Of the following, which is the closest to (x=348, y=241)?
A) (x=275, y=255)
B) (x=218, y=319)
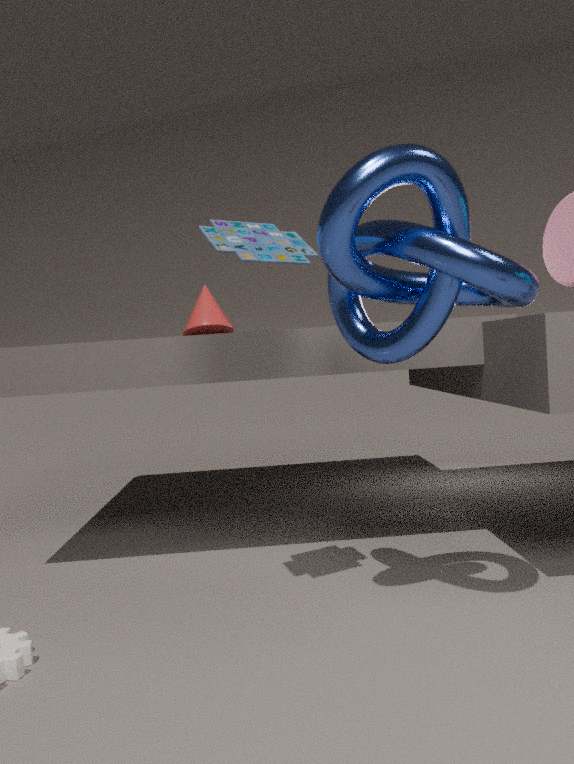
(x=275, y=255)
